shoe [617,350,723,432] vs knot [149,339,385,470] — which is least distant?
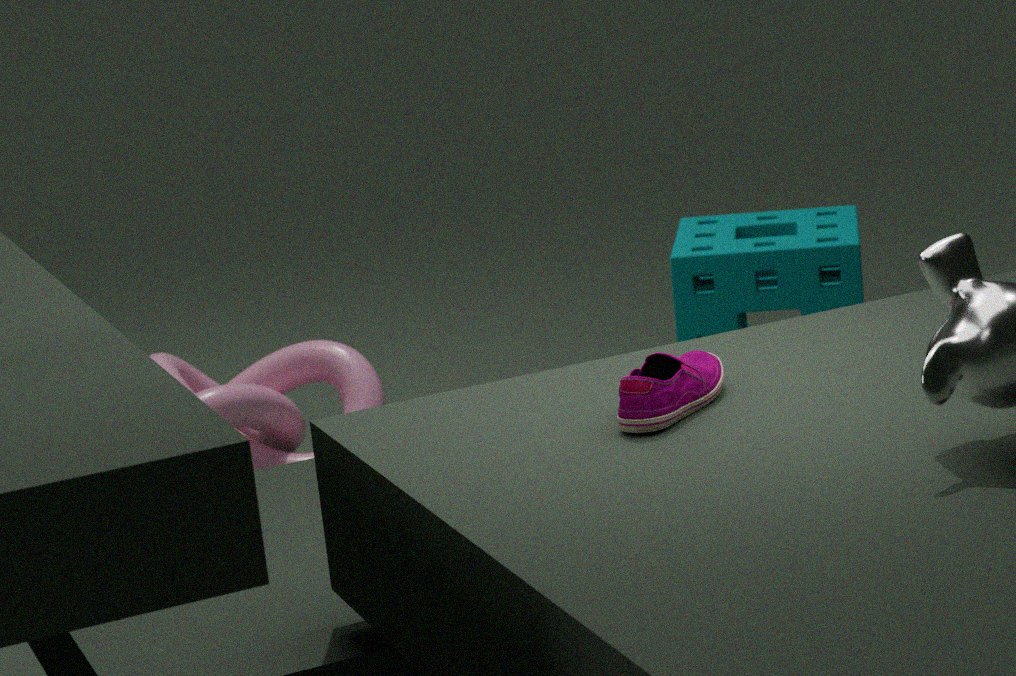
shoe [617,350,723,432]
